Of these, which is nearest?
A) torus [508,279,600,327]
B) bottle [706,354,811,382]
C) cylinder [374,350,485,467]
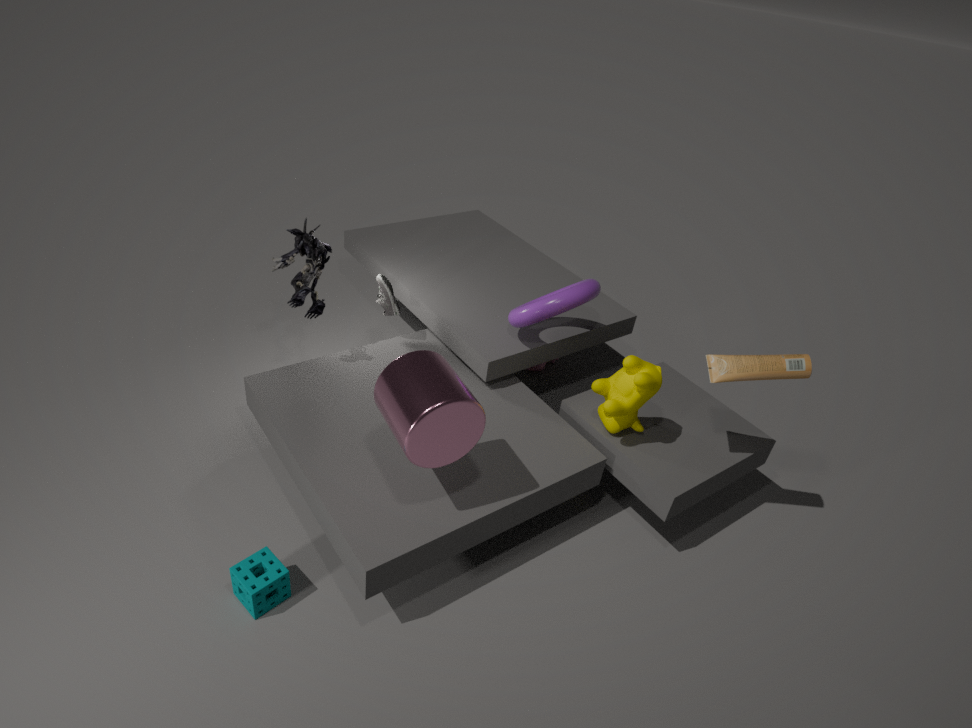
cylinder [374,350,485,467]
